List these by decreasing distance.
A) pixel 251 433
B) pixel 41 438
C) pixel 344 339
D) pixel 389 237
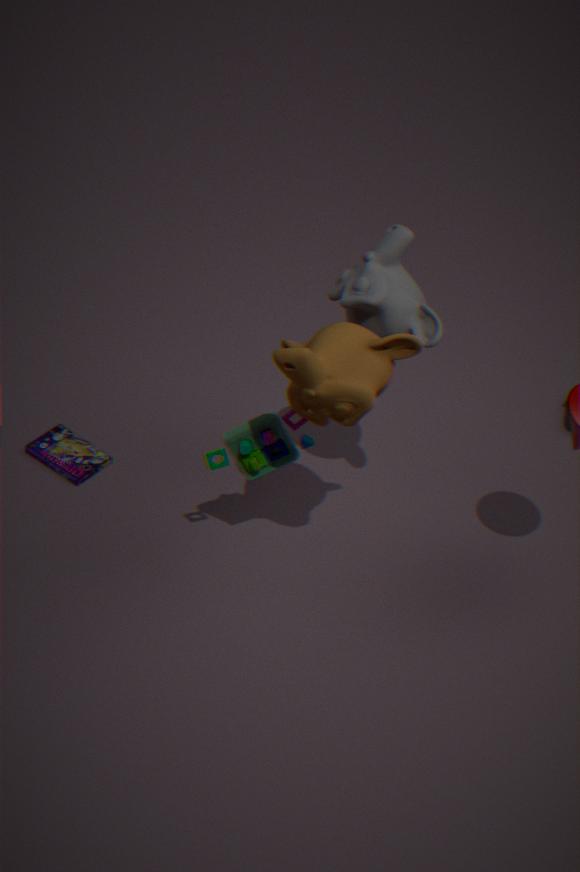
pixel 41 438
pixel 251 433
pixel 389 237
pixel 344 339
